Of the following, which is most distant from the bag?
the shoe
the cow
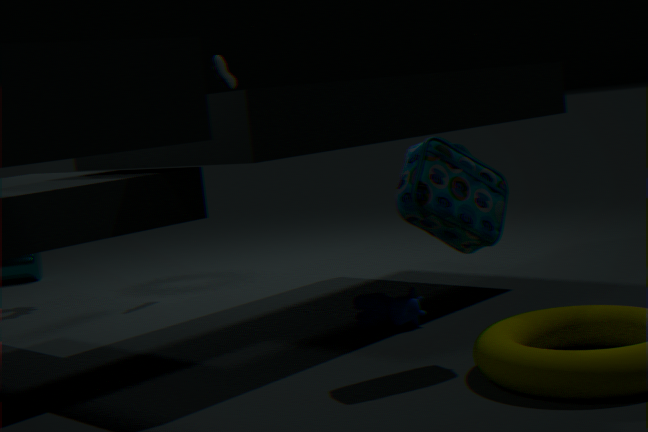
the shoe
